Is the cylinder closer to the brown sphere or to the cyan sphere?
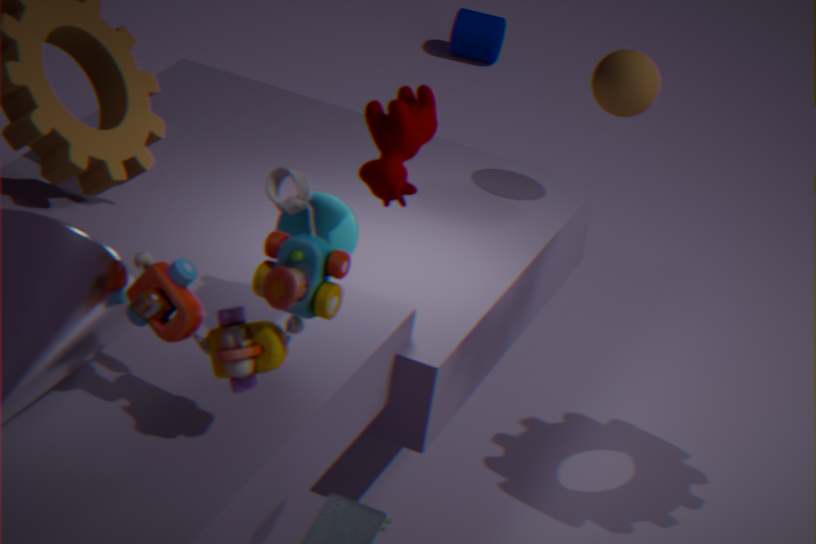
the brown sphere
